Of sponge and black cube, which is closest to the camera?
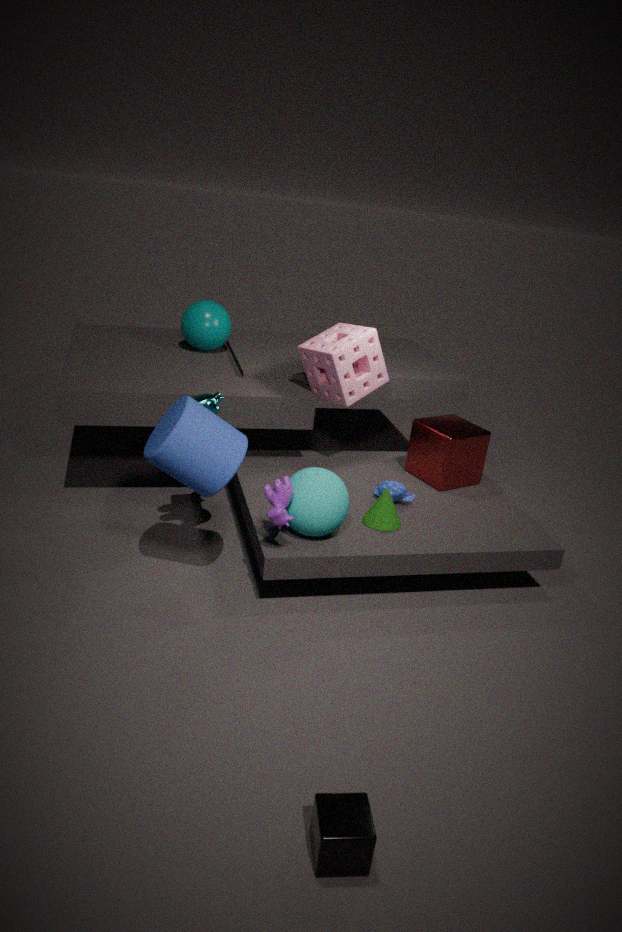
black cube
